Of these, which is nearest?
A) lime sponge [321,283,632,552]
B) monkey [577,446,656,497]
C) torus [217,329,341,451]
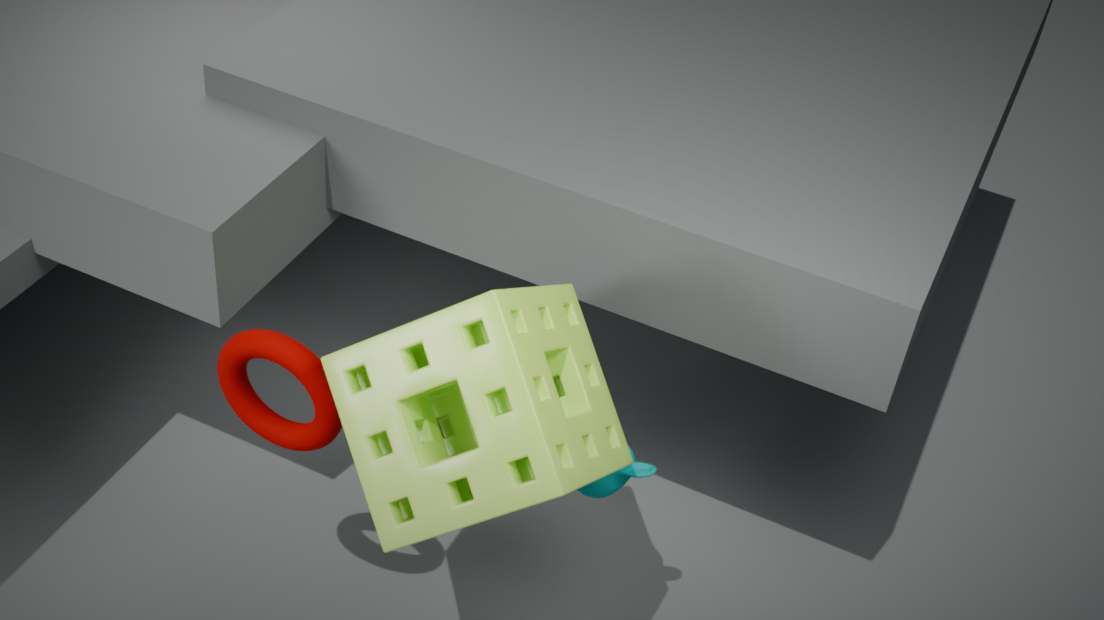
lime sponge [321,283,632,552]
